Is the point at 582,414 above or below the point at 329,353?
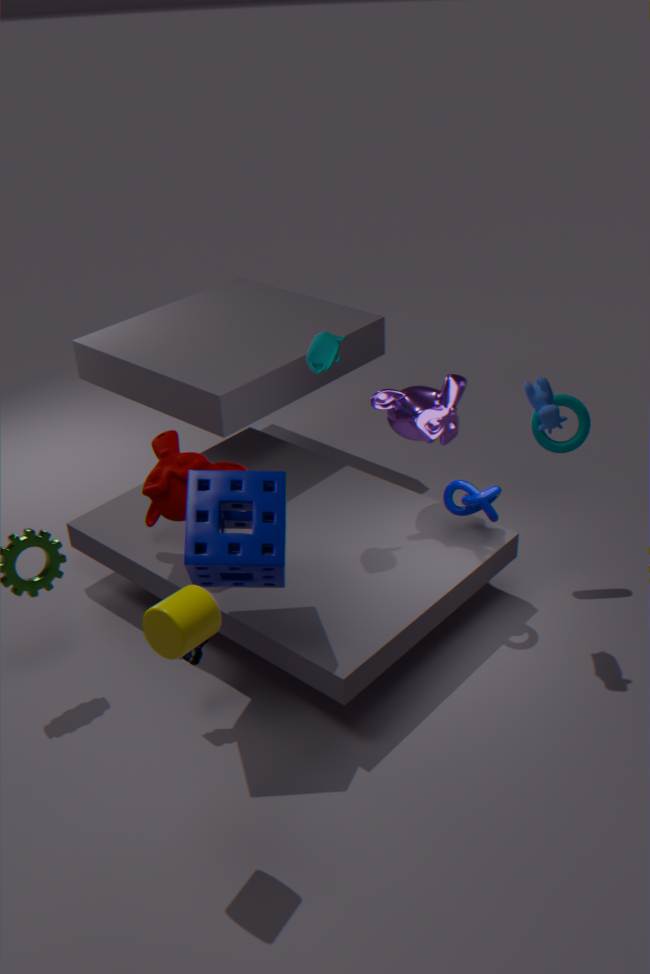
below
